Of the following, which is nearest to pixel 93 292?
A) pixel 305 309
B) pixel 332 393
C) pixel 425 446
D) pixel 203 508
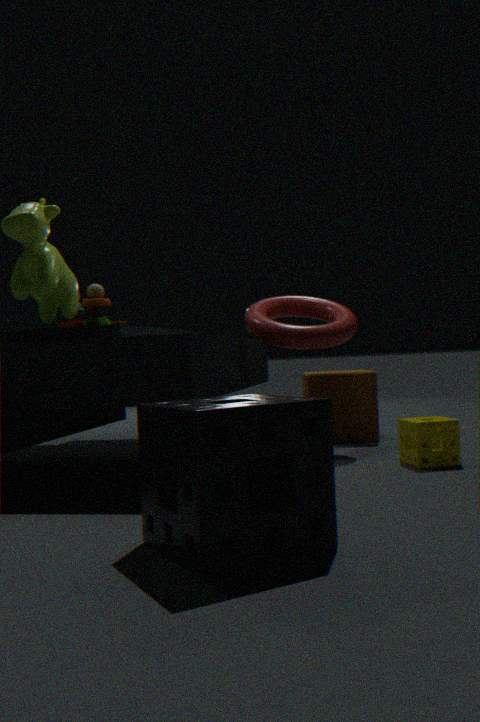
pixel 305 309
